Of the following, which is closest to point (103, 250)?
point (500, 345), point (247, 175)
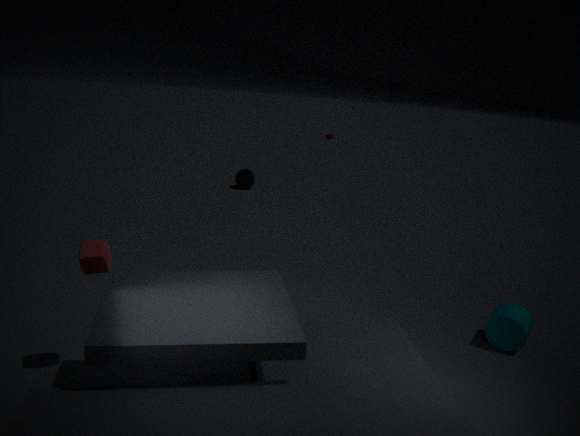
point (500, 345)
